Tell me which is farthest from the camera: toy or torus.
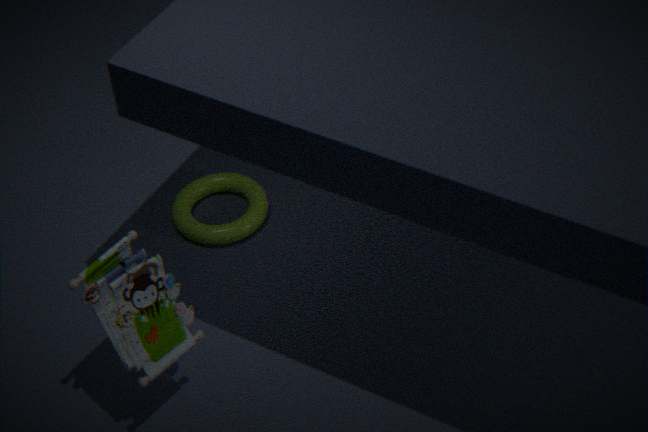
torus
